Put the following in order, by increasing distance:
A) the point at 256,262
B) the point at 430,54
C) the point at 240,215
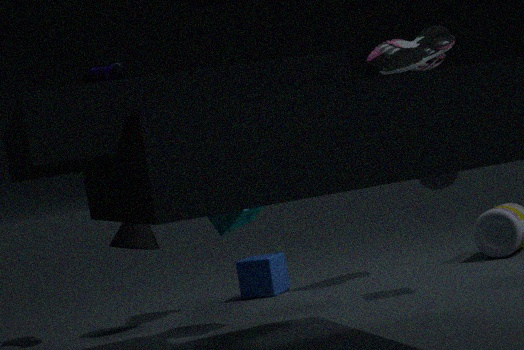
the point at 240,215, the point at 256,262, the point at 430,54
